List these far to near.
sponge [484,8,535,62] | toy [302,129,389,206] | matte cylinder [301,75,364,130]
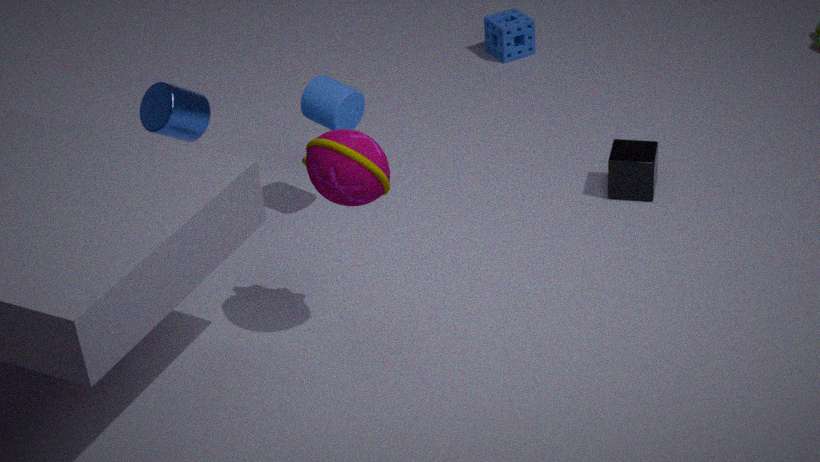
1. sponge [484,8,535,62]
2. matte cylinder [301,75,364,130]
3. toy [302,129,389,206]
